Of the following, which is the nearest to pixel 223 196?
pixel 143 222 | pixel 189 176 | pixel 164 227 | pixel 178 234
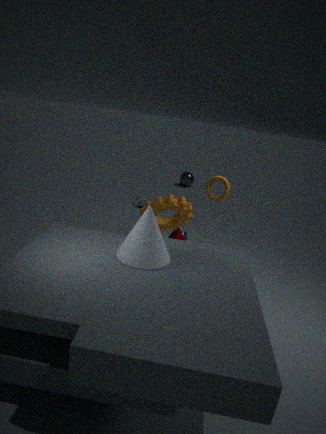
pixel 164 227
